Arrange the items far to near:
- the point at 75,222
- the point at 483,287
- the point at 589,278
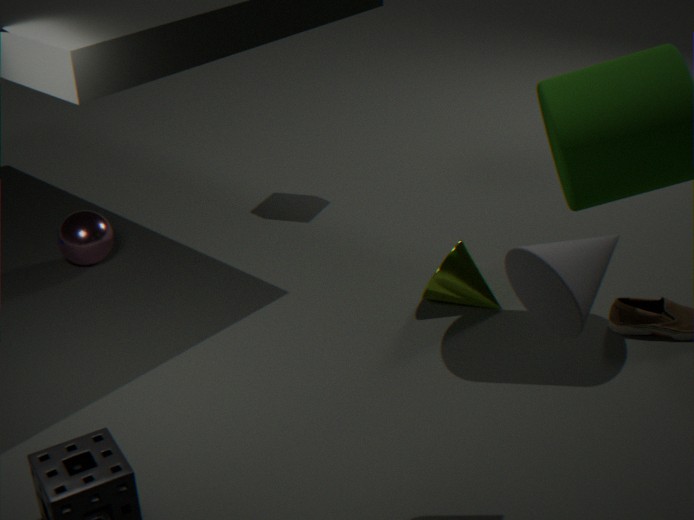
1. the point at 75,222
2. the point at 483,287
3. the point at 589,278
